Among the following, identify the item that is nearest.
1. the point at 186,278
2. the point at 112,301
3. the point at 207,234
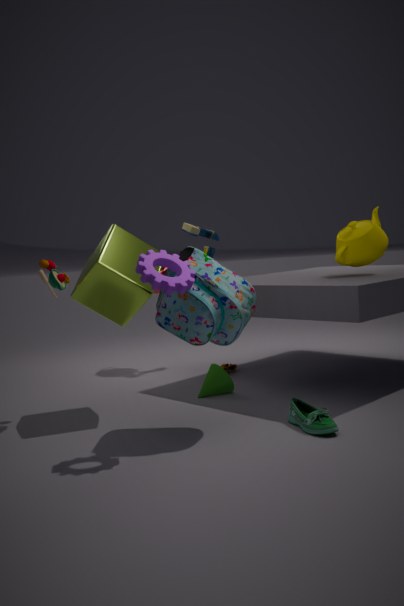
the point at 186,278
